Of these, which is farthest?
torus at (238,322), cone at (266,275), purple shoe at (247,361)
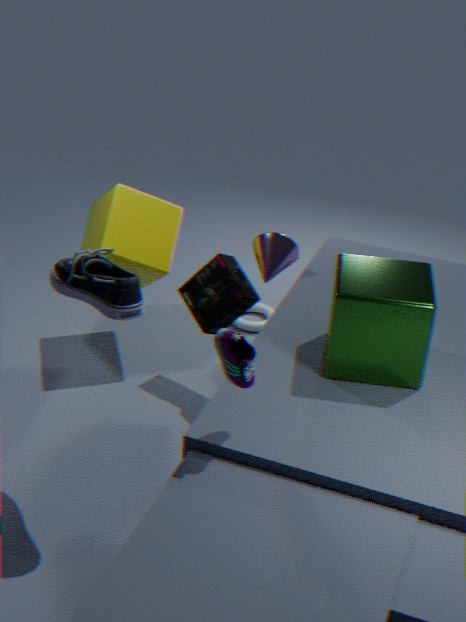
torus at (238,322)
